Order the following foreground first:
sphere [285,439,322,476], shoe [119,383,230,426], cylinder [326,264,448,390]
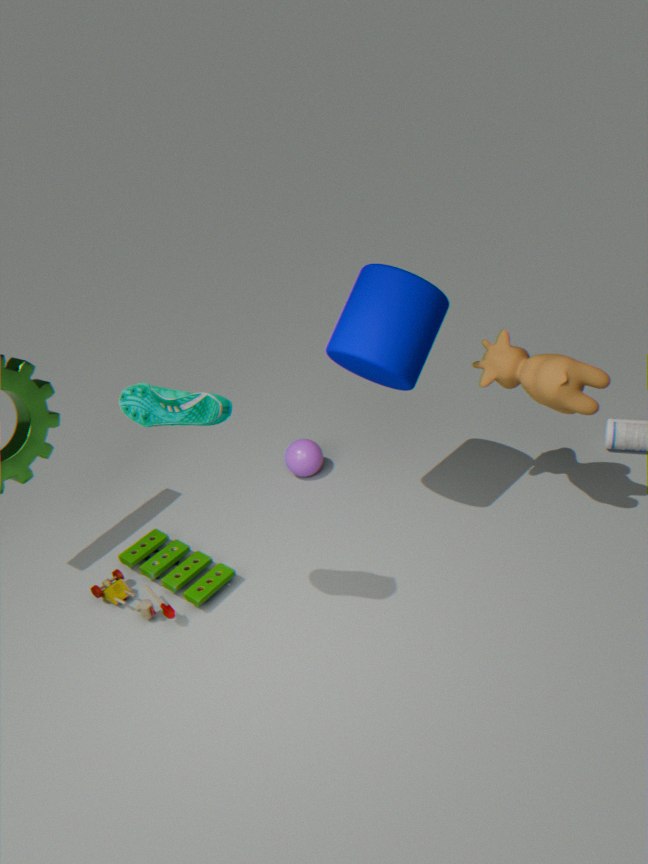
shoe [119,383,230,426], cylinder [326,264,448,390], sphere [285,439,322,476]
